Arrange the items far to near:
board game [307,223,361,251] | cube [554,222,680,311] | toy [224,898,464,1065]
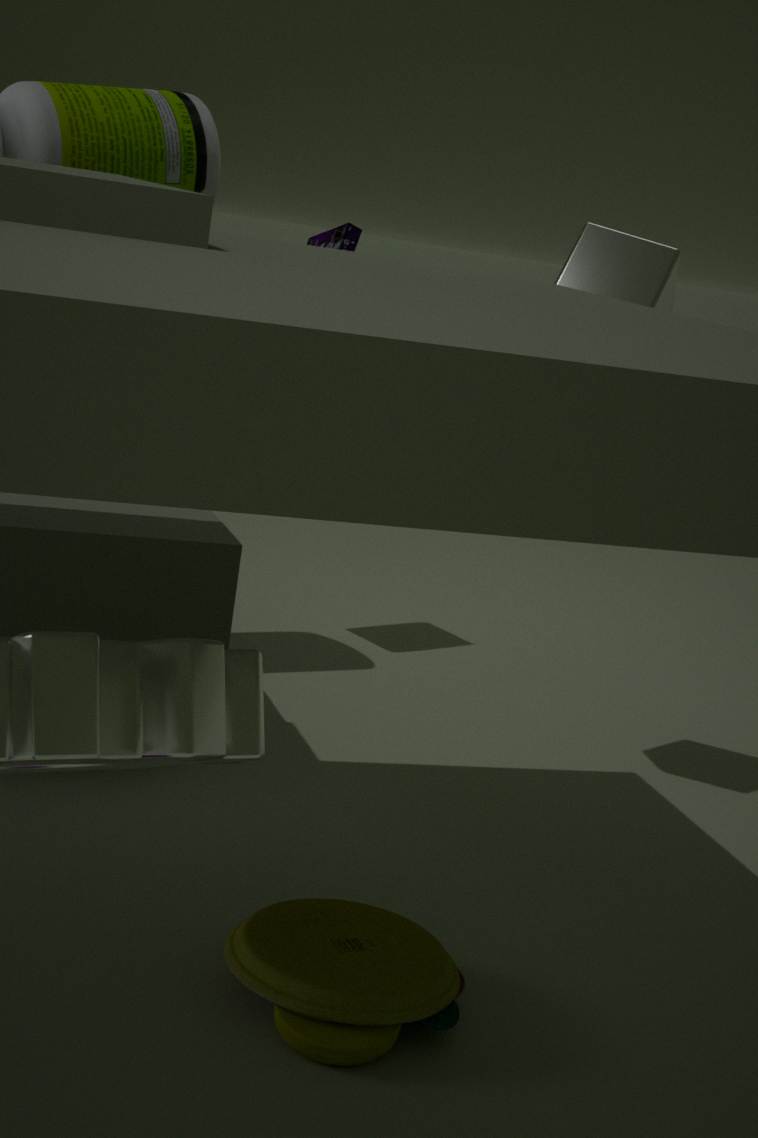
1. board game [307,223,361,251]
2. cube [554,222,680,311]
3. toy [224,898,464,1065]
